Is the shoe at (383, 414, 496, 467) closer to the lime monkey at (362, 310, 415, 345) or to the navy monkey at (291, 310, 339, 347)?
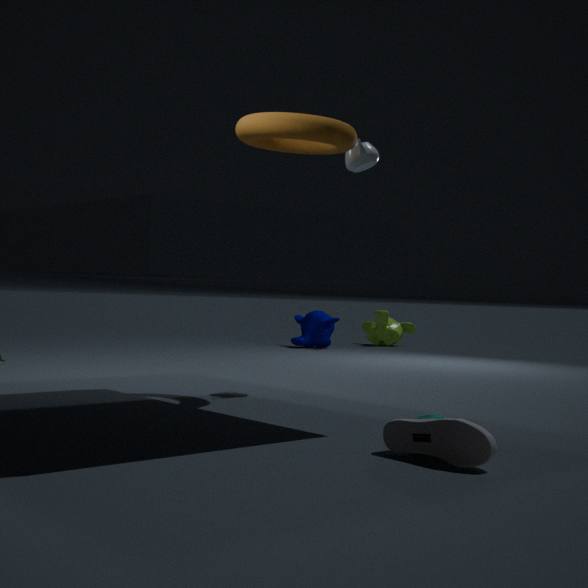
the navy monkey at (291, 310, 339, 347)
